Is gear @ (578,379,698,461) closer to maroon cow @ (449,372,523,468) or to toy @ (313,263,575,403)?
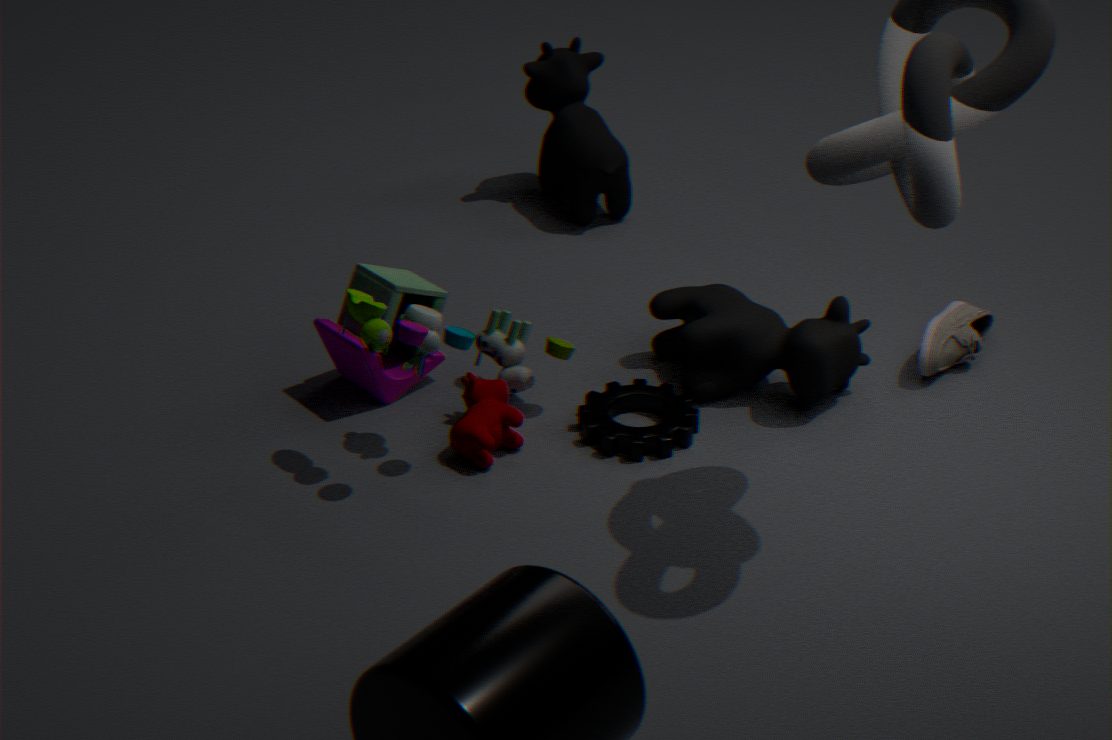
toy @ (313,263,575,403)
